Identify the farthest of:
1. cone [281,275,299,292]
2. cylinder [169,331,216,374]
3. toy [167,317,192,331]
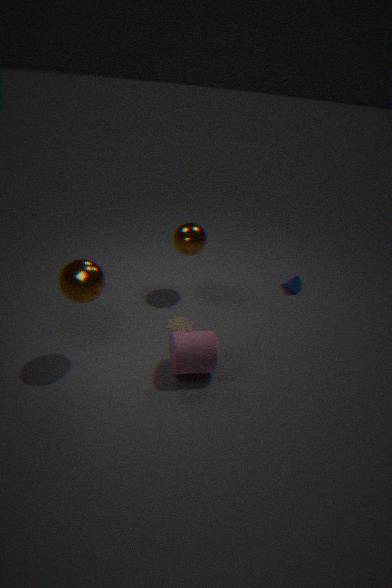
cone [281,275,299,292]
